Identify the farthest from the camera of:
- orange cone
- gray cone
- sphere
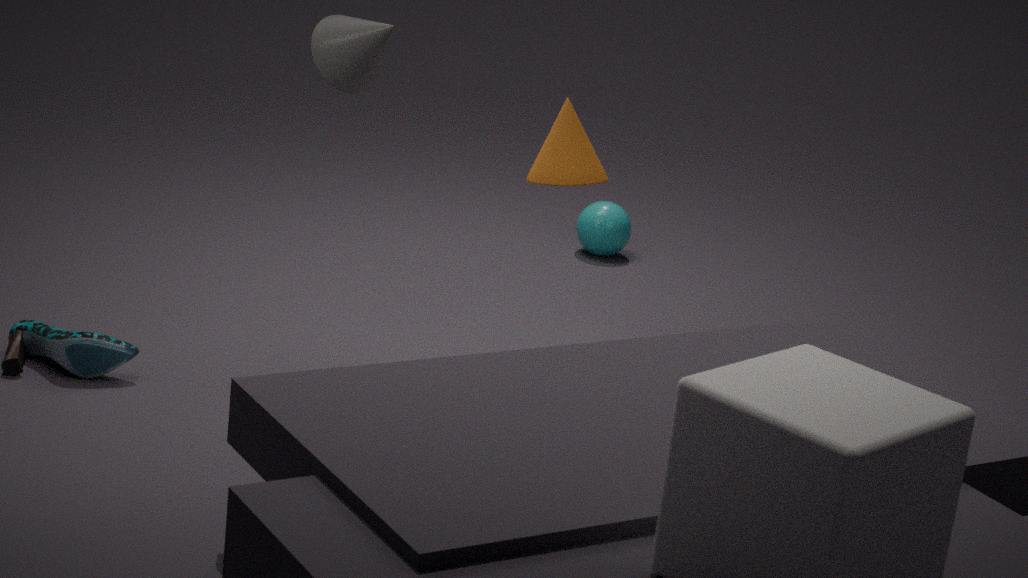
sphere
